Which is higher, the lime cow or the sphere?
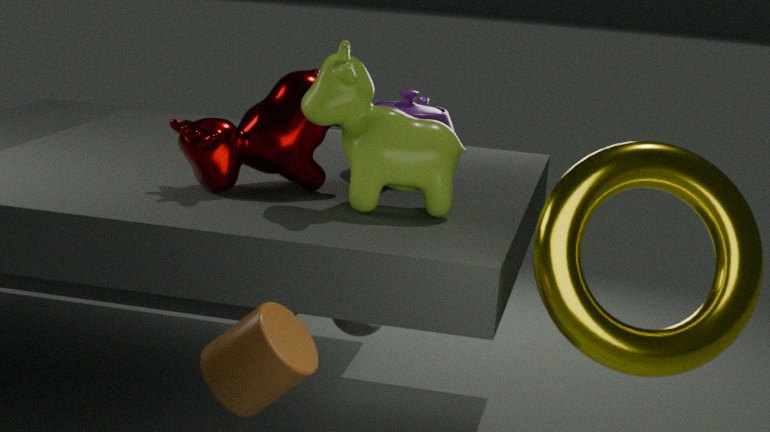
the lime cow
